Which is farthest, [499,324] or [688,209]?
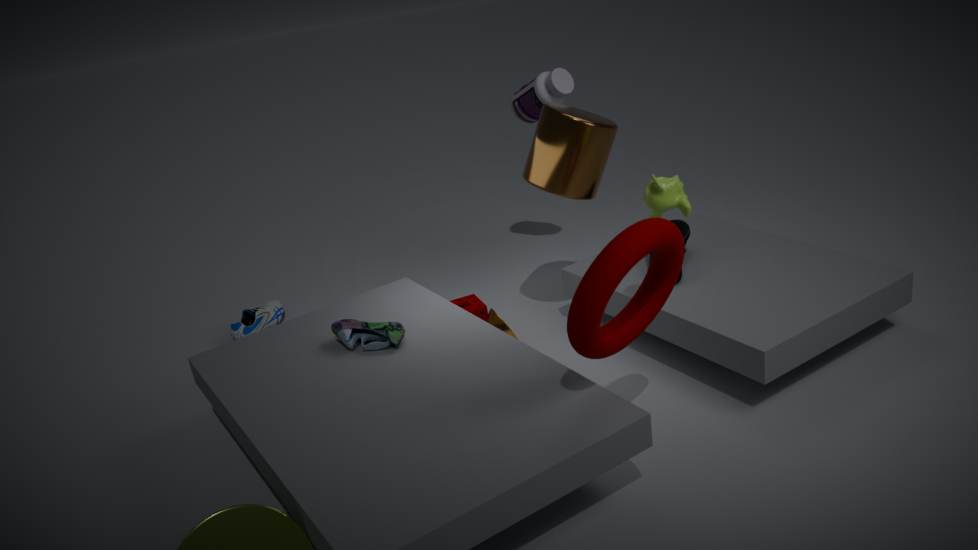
[499,324]
